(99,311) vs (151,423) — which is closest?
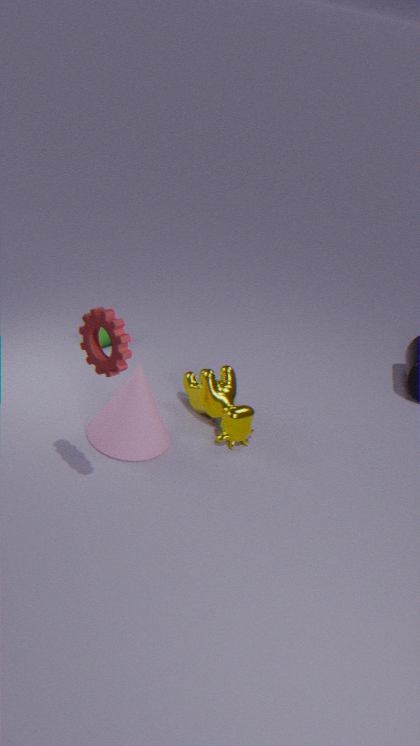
(99,311)
